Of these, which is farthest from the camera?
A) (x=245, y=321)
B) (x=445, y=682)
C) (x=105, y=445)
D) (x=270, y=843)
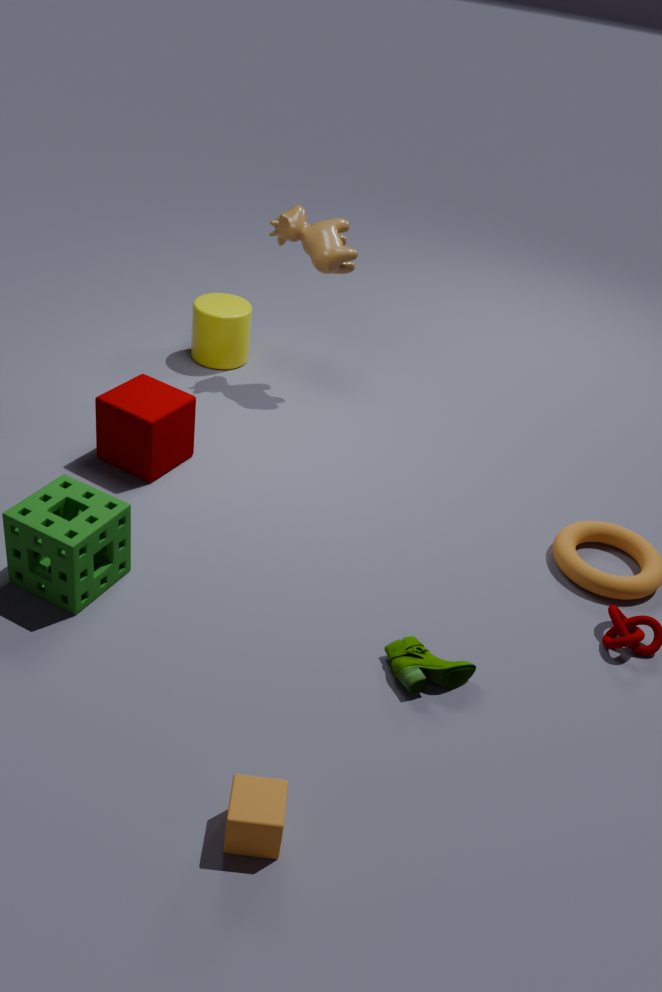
(x=245, y=321)
